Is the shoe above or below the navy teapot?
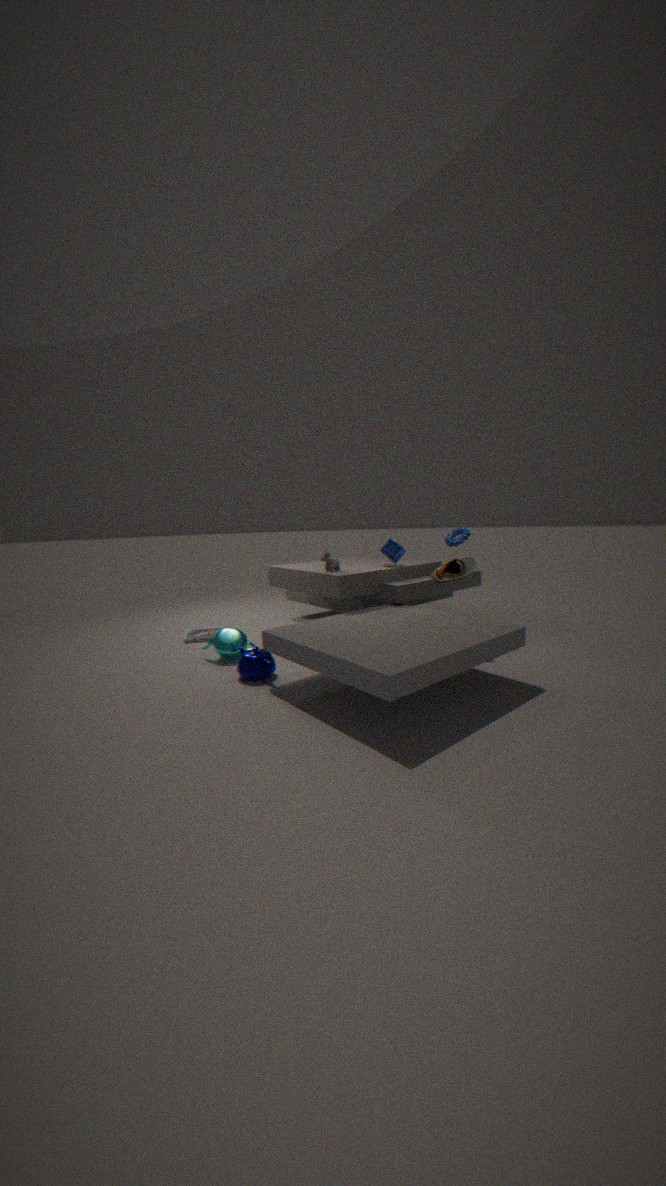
above
